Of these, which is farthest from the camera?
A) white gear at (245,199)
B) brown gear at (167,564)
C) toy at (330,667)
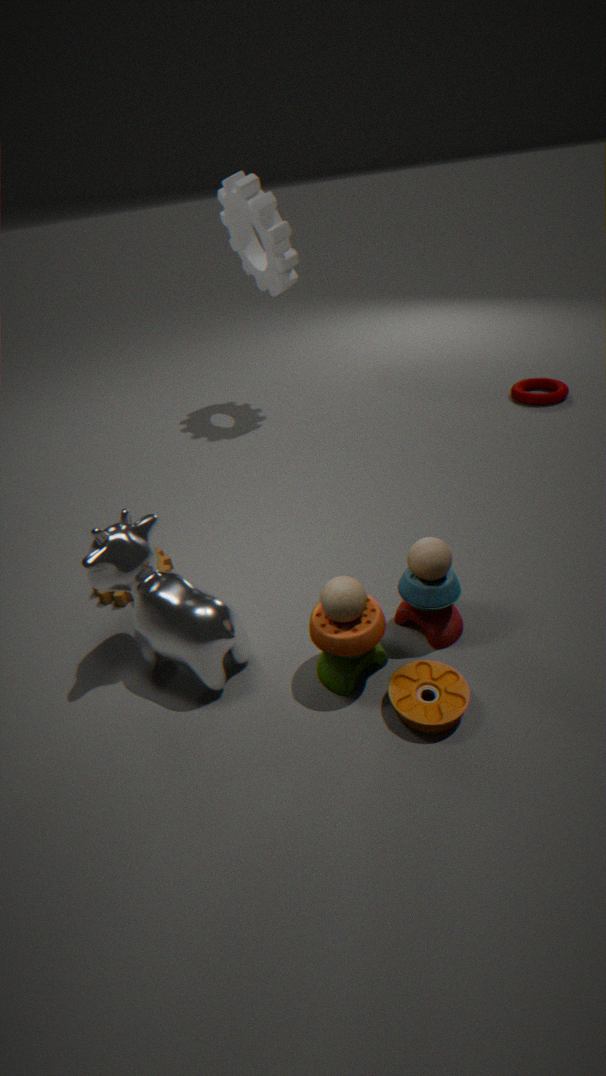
white gear at (245,199)
